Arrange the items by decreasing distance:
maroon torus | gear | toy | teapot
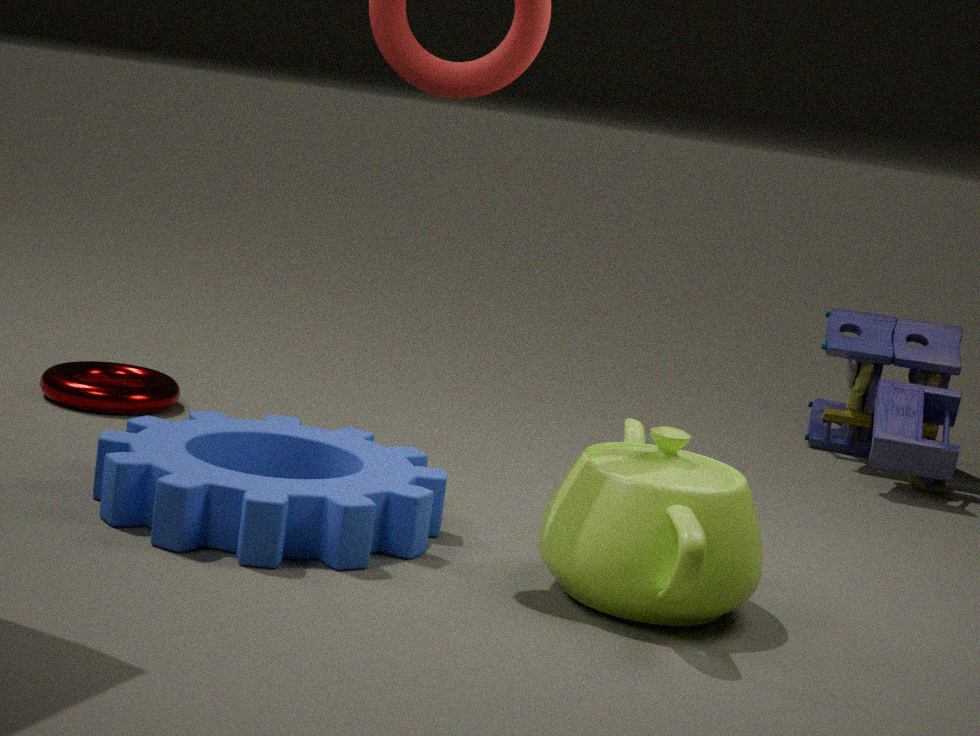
toy, maroon torus, gear, teapot
